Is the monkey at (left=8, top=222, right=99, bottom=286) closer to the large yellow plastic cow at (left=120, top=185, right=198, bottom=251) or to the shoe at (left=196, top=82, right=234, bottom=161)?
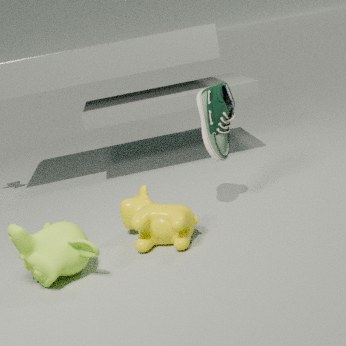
the large yellow plastic cow at (left=120, top=185, right=198, bottom=251)
